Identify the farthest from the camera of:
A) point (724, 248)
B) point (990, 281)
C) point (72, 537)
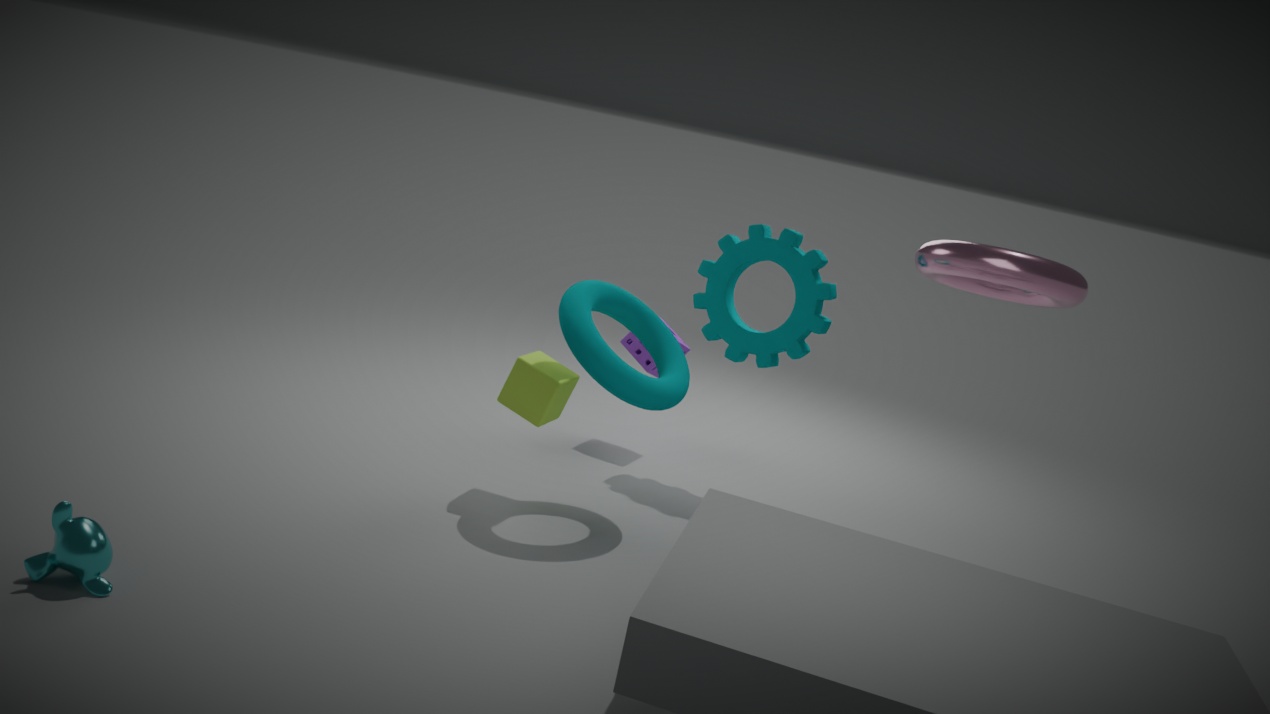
point (724, 248)
